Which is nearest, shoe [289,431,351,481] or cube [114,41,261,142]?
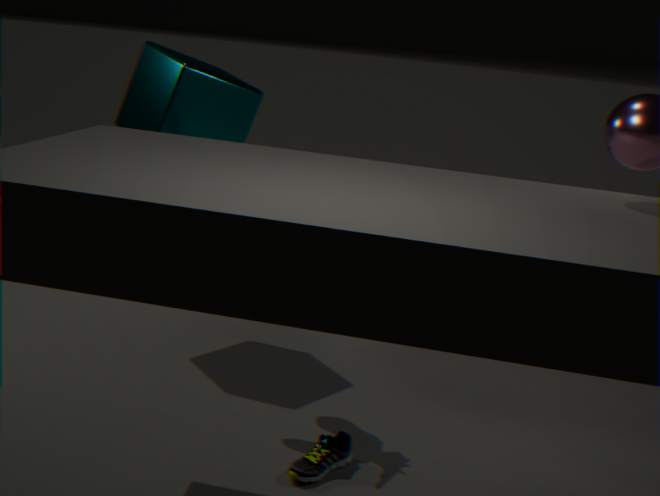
shoe [289,431,351,481]
